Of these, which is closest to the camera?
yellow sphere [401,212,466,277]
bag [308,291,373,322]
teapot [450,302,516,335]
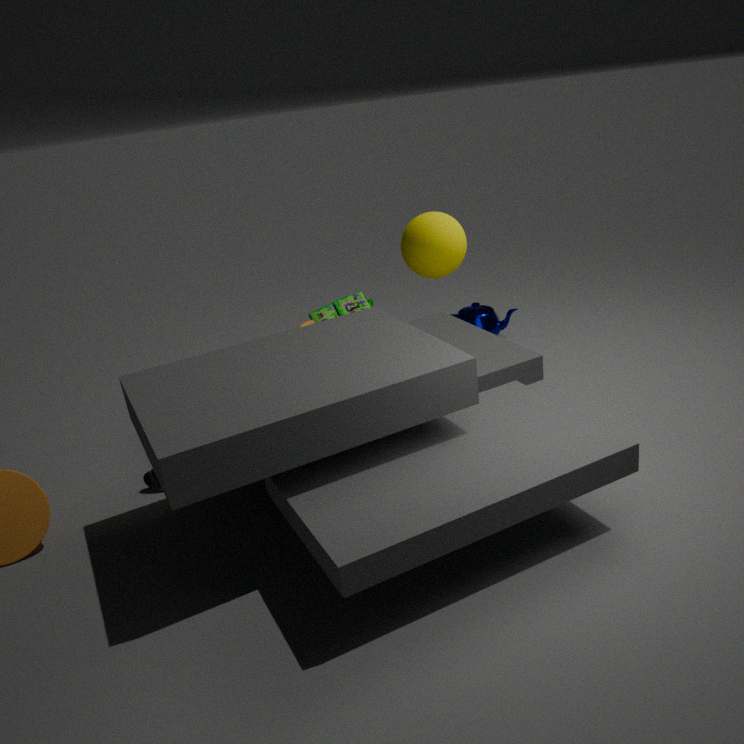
yellow sphere [401,212,466,277]
